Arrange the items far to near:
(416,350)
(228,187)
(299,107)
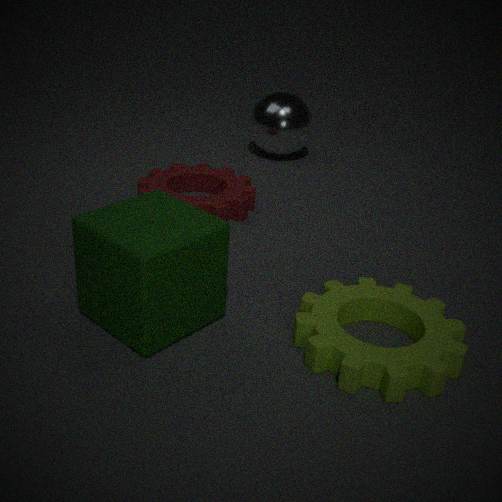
1. (299,107)
2. (228,187)
3. (416,350)
